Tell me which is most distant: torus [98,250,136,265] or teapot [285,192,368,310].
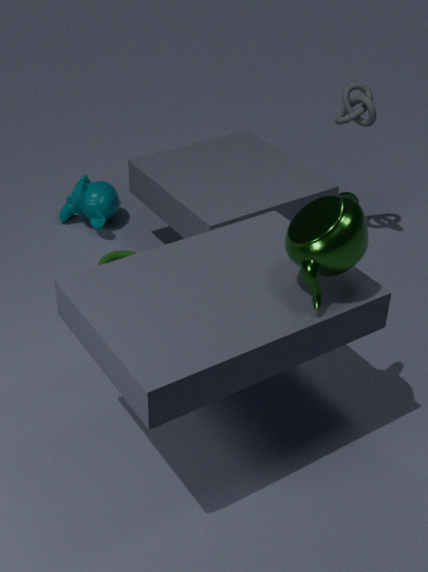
torus [98,250,136,265]
